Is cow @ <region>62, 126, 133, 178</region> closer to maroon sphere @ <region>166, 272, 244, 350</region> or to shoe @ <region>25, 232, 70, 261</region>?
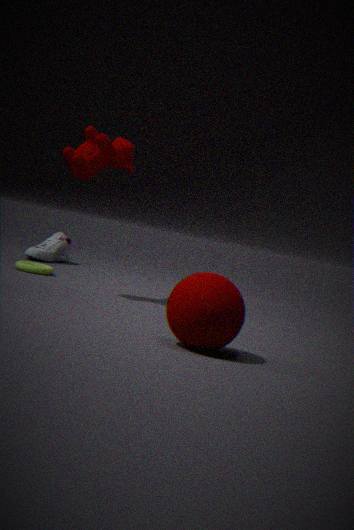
shoe @ <region>25, 232, 70, 261</region>
